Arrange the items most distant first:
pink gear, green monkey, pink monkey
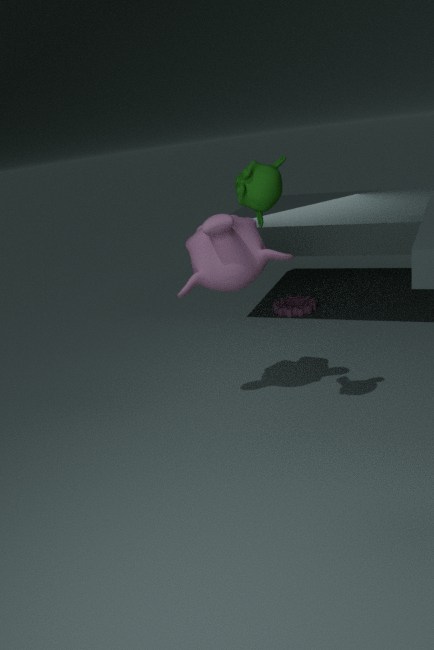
pink gear < pink monkey < green monkey
